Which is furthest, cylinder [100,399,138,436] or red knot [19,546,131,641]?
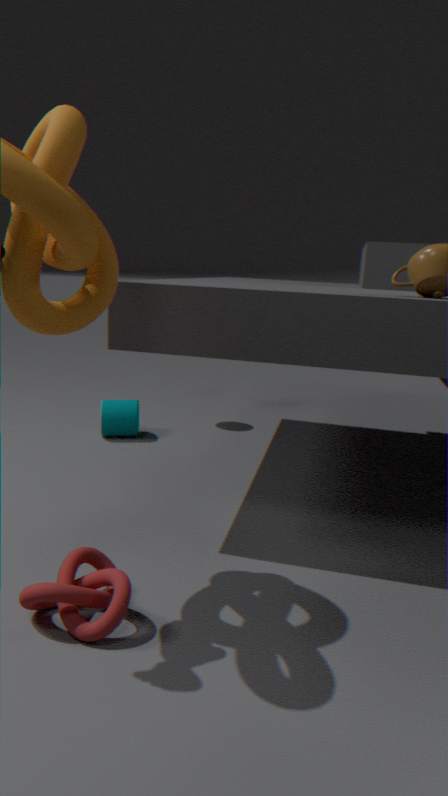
cylinder [100,399,138,436]
